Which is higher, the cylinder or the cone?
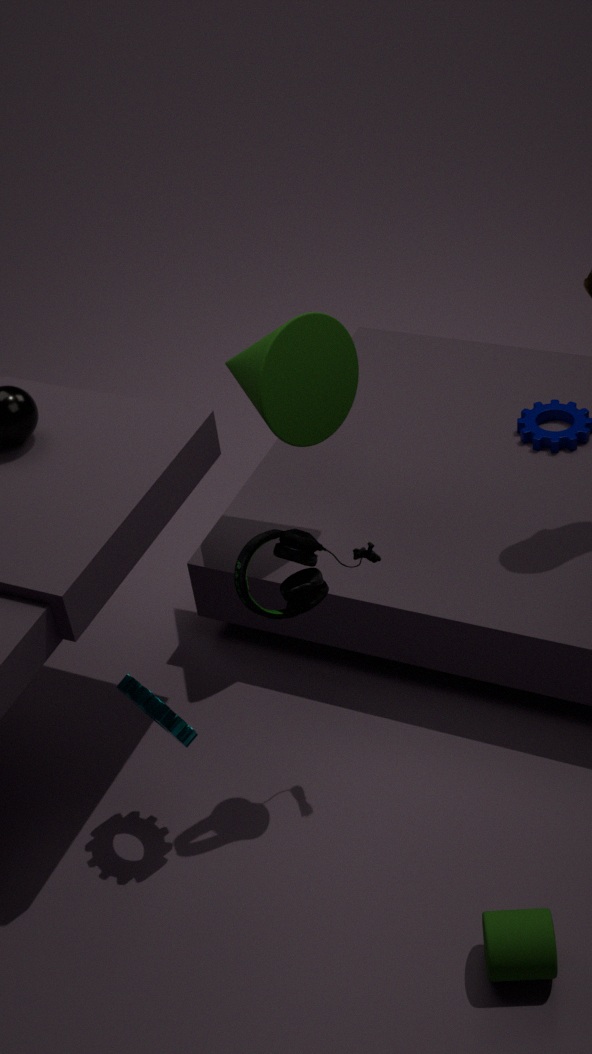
the cone
